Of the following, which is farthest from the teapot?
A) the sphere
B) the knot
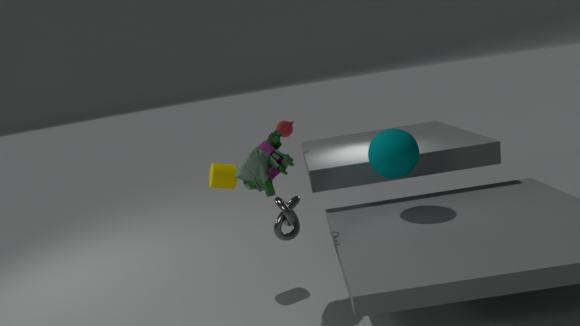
the knot
